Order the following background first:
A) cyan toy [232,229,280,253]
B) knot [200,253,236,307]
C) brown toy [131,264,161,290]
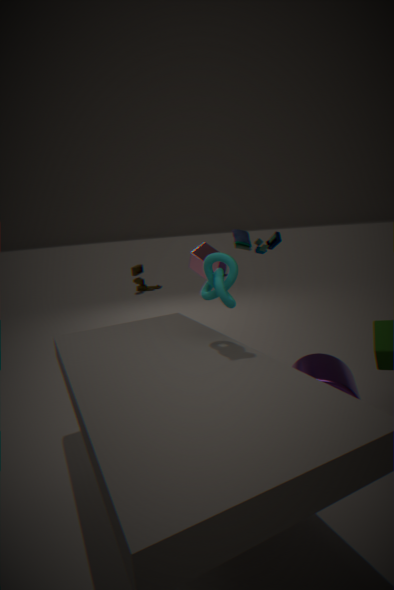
brown toy [131,264,161,290] < cyan toy [232,229,280,253] < knot [200,253,236,307]
